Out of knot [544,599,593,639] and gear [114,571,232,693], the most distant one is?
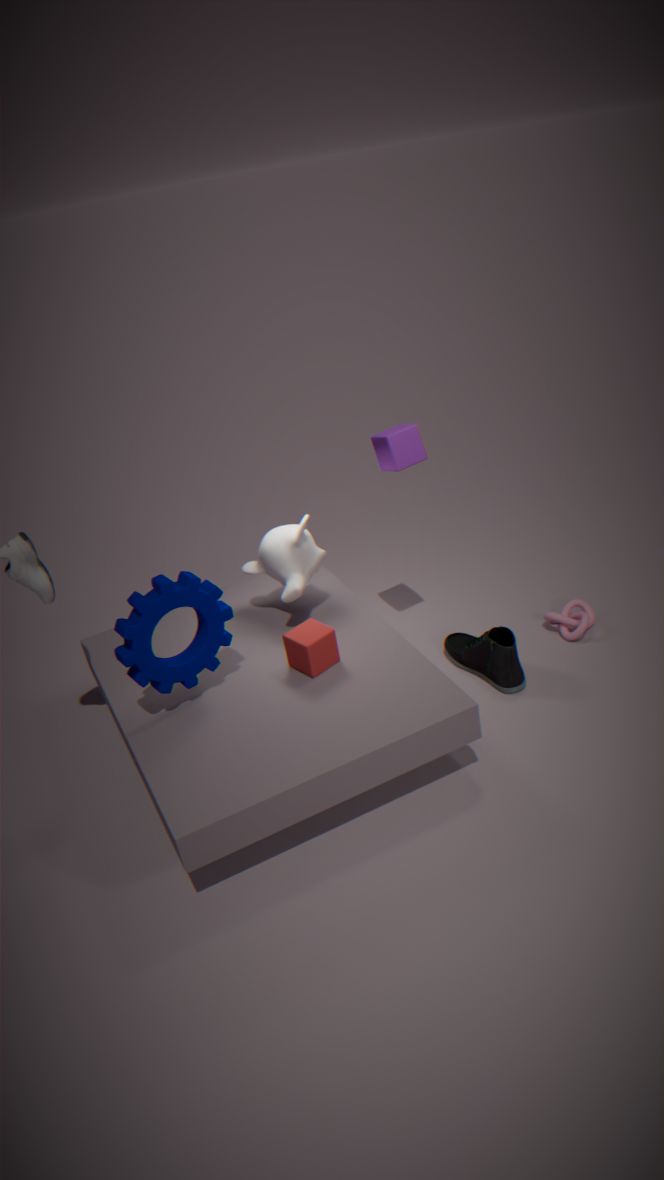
knot [544,599,593,639]
